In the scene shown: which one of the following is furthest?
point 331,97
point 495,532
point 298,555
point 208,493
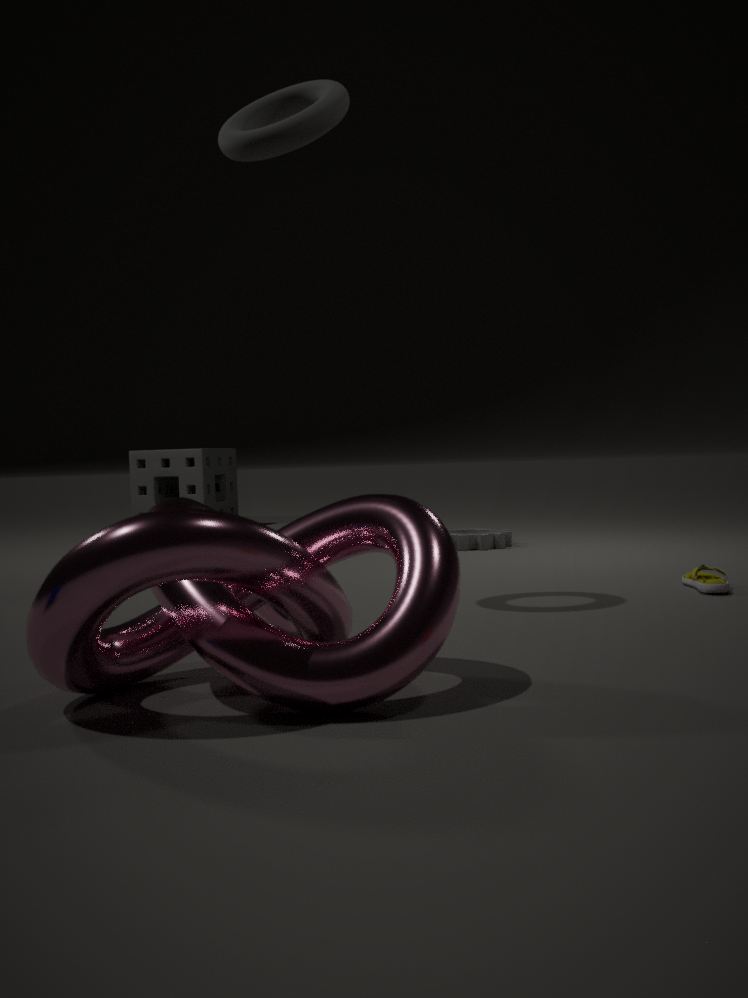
point 208,493
